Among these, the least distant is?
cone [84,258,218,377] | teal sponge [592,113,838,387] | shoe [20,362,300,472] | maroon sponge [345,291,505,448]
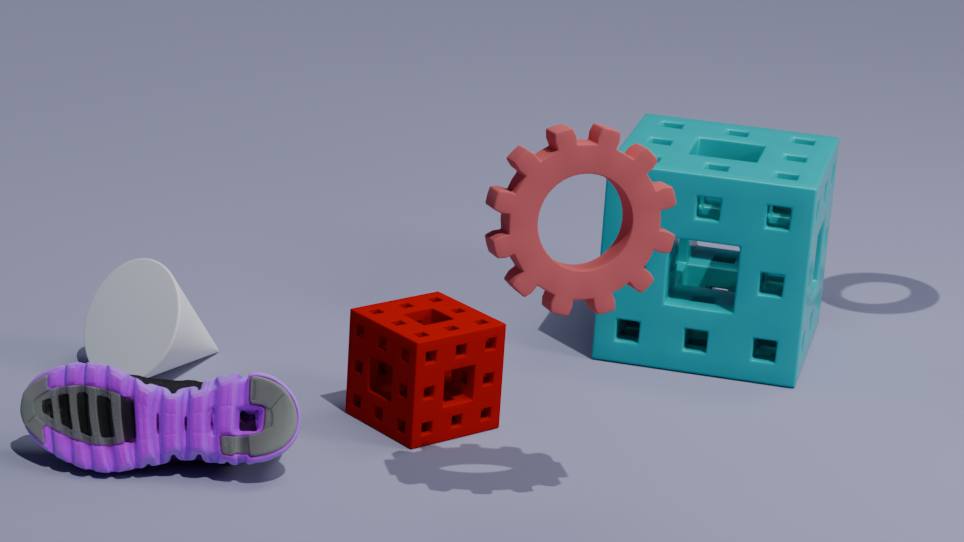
shoe [20,362,300,472]
